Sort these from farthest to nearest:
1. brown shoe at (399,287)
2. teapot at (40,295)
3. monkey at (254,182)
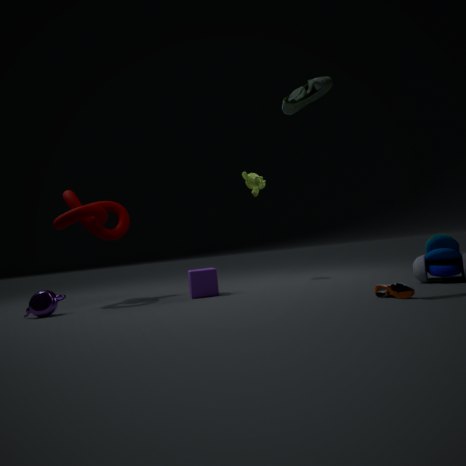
monkey at (254,182) < teapot at (40,295) < brown shoe at (399,287)
